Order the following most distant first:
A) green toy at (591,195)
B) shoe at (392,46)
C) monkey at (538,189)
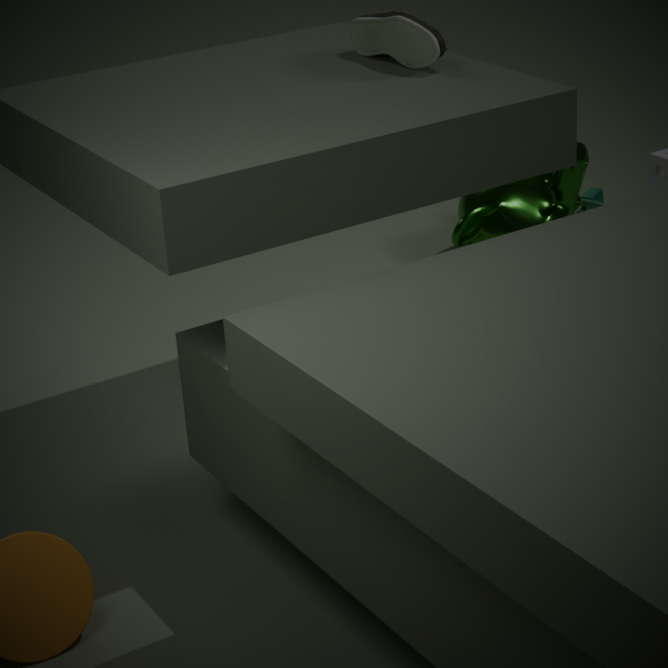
green toy at (591,195) → monkey at (538,189) → shoe at (392,46)
